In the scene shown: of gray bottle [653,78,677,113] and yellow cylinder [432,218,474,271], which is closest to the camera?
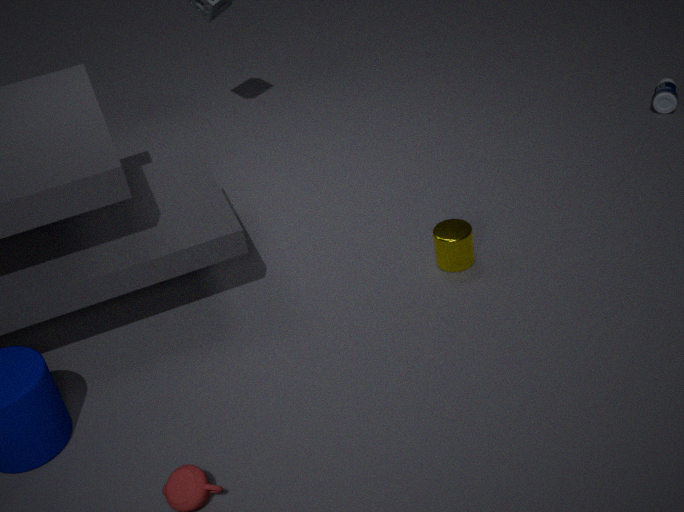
yellow cylinder [432,218,474,271]
